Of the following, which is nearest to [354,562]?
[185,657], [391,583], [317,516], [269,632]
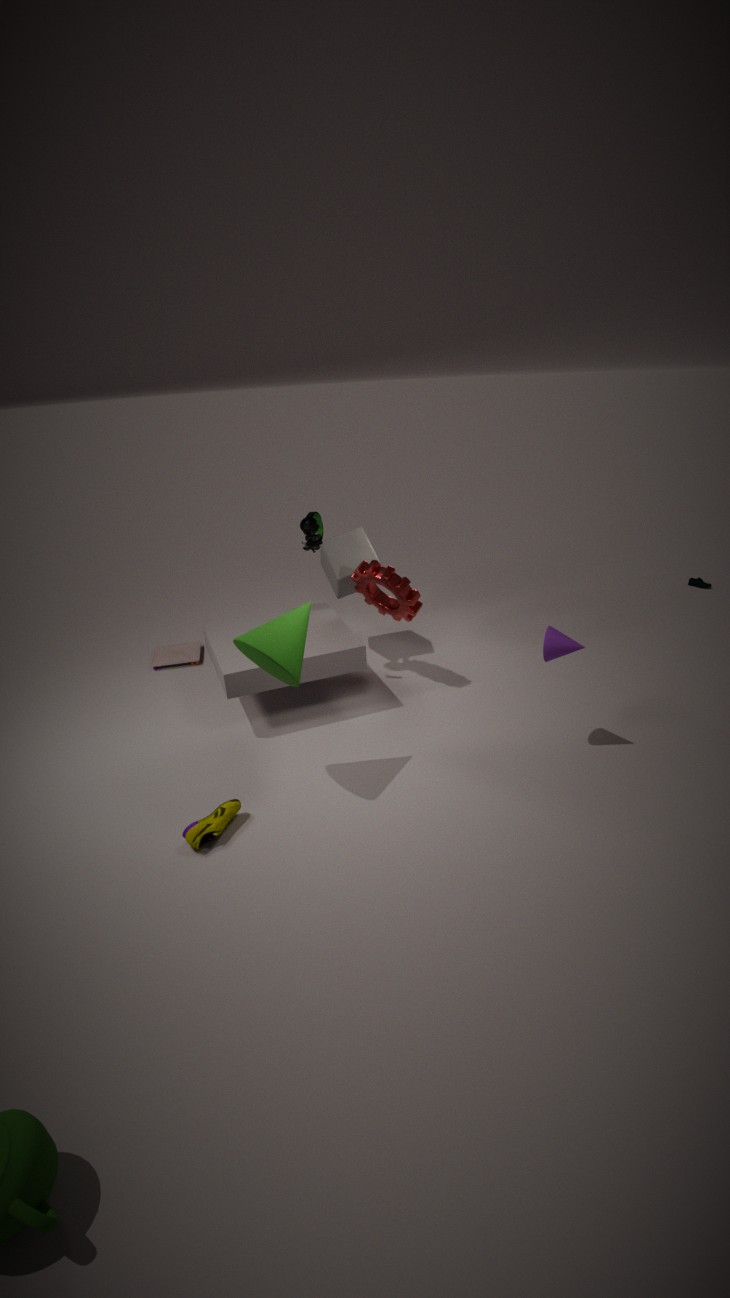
[317,516]
